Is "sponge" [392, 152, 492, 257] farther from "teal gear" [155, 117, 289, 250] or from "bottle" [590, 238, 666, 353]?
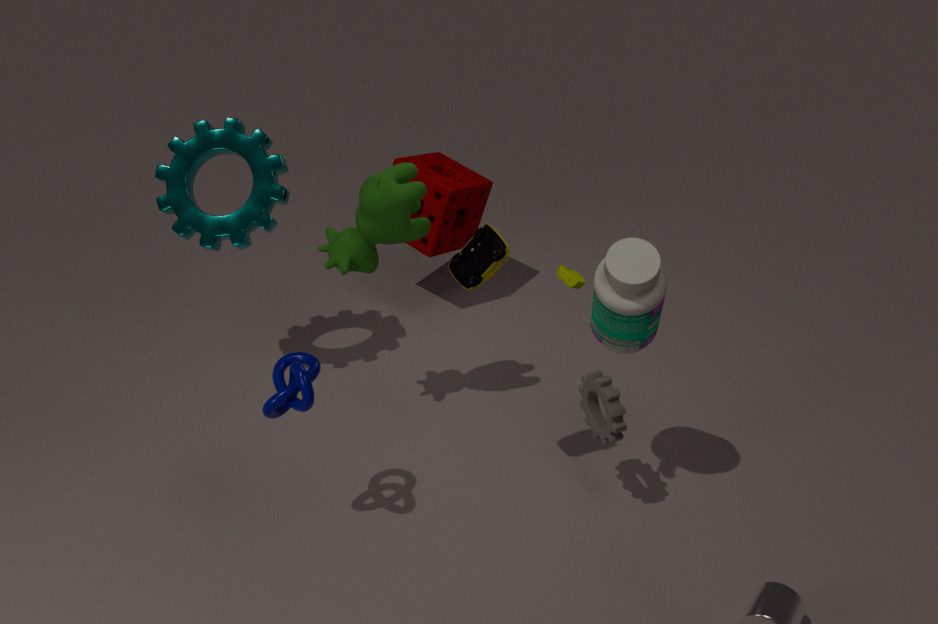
"bottle" [590, 238, 666, 353]
